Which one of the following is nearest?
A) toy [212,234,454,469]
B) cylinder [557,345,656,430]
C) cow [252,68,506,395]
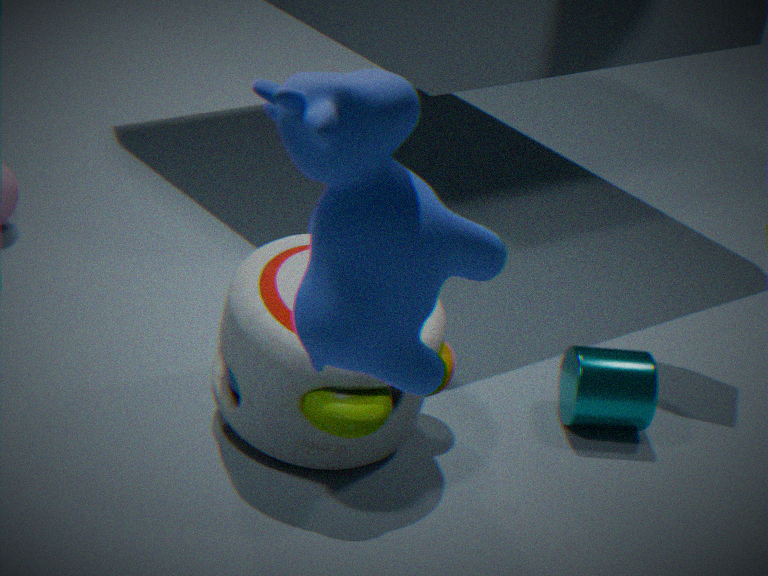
cow [252,68,506,395]
